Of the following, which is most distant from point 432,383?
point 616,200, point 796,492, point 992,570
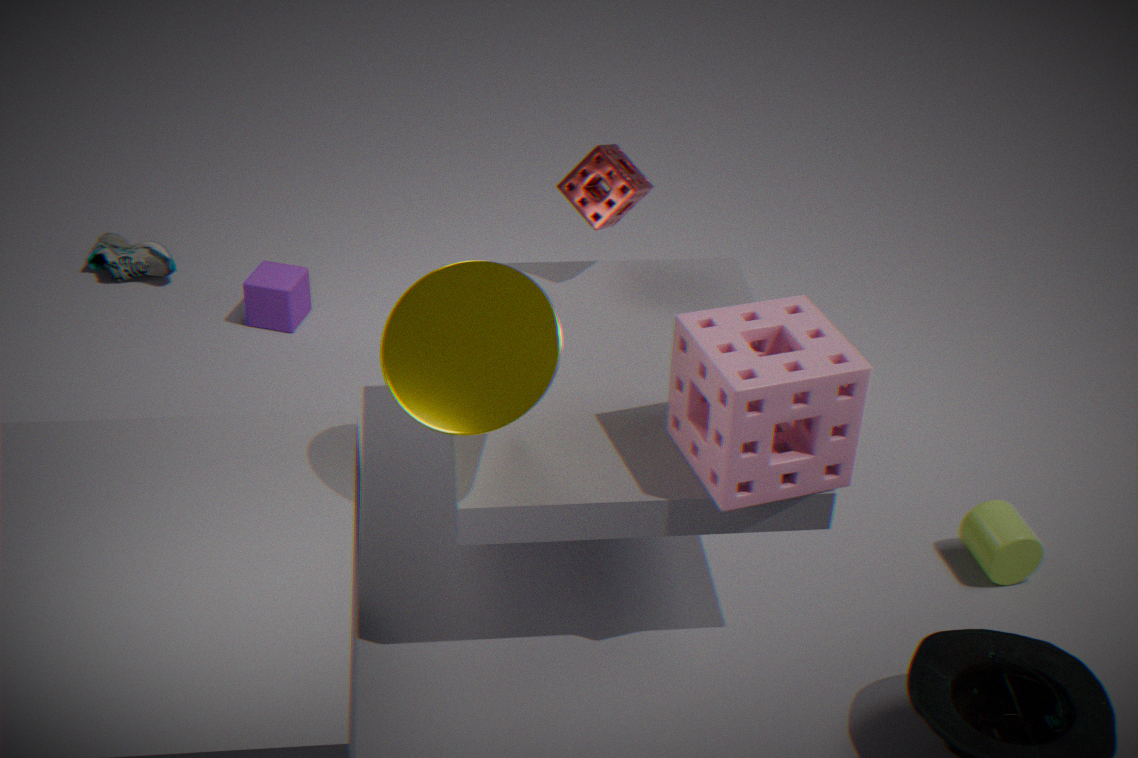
point 992,570
